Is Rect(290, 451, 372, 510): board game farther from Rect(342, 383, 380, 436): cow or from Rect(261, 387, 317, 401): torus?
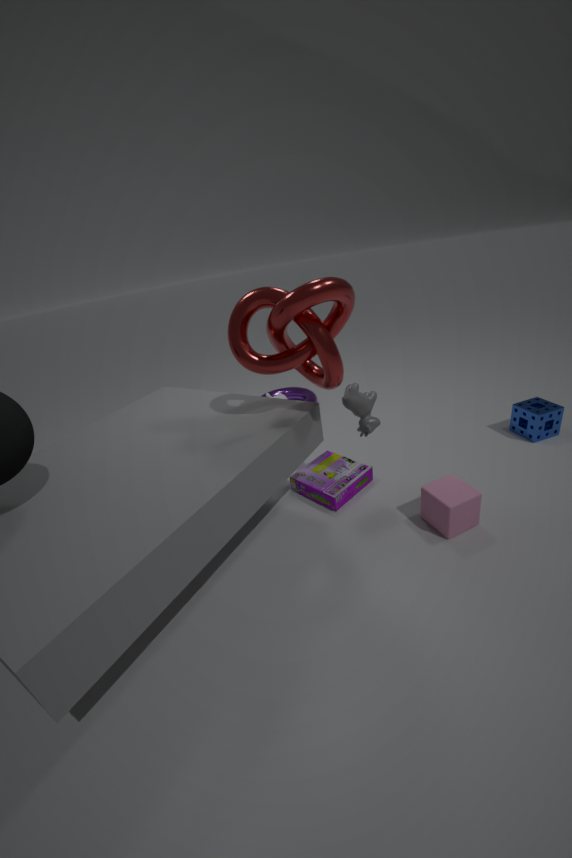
Rect(261, 387, 317, 401): torus
